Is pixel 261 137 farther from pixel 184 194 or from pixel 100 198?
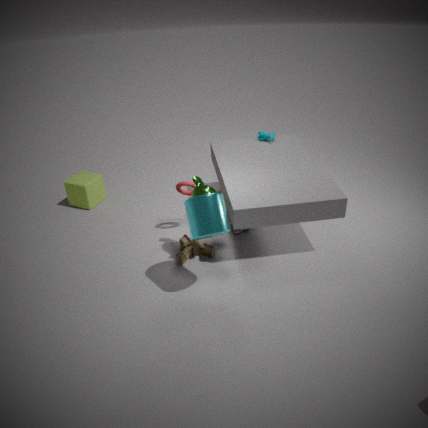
pixel 100 198
